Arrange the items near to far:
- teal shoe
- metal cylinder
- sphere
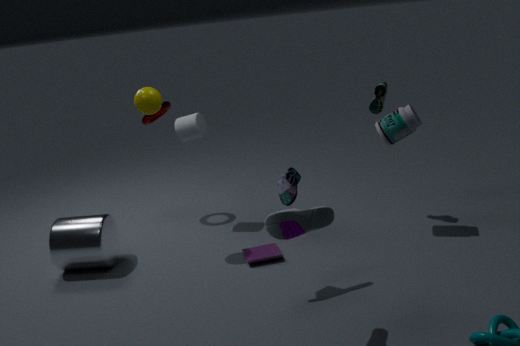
sphere < metal cylinder < teal shoe
